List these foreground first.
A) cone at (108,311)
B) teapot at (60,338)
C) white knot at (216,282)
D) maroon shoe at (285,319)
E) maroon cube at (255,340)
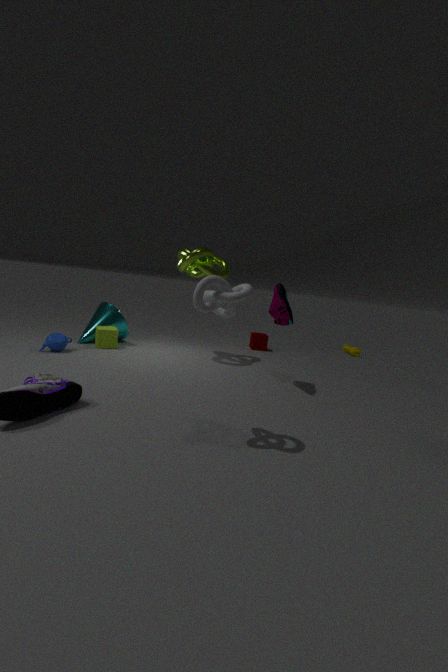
white knot at (216,282) → maroon shoe at (285,319) → teapot at (60,338) → cone at (108,311) → maroon cube at (255,340)
